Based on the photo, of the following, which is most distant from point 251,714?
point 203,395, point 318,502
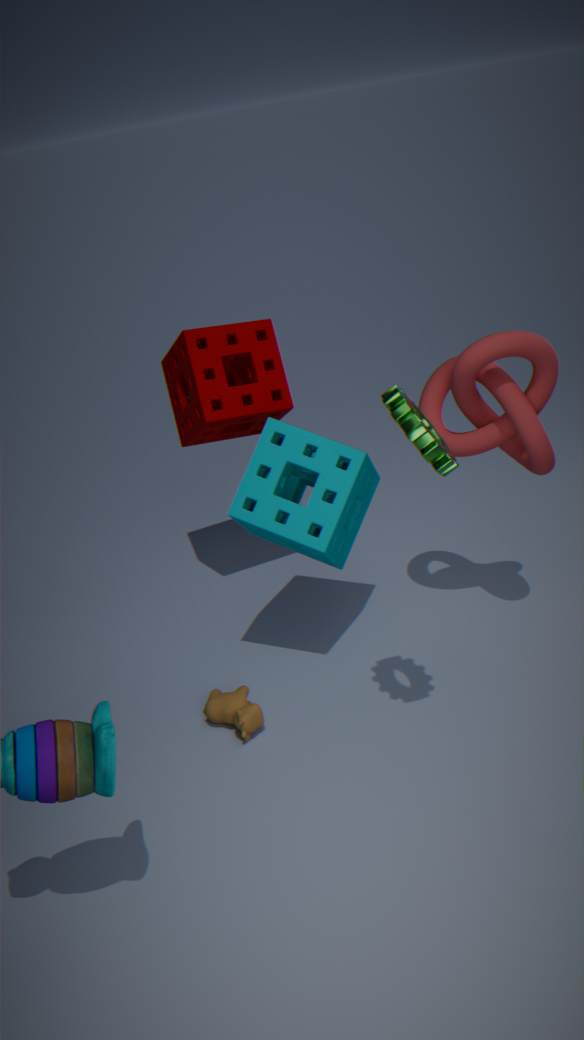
point 203,395
